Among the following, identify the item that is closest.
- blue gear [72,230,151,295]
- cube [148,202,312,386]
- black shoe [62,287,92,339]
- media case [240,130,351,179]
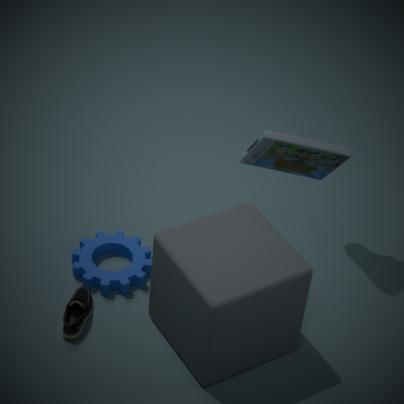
media case [240,130,351,179]
